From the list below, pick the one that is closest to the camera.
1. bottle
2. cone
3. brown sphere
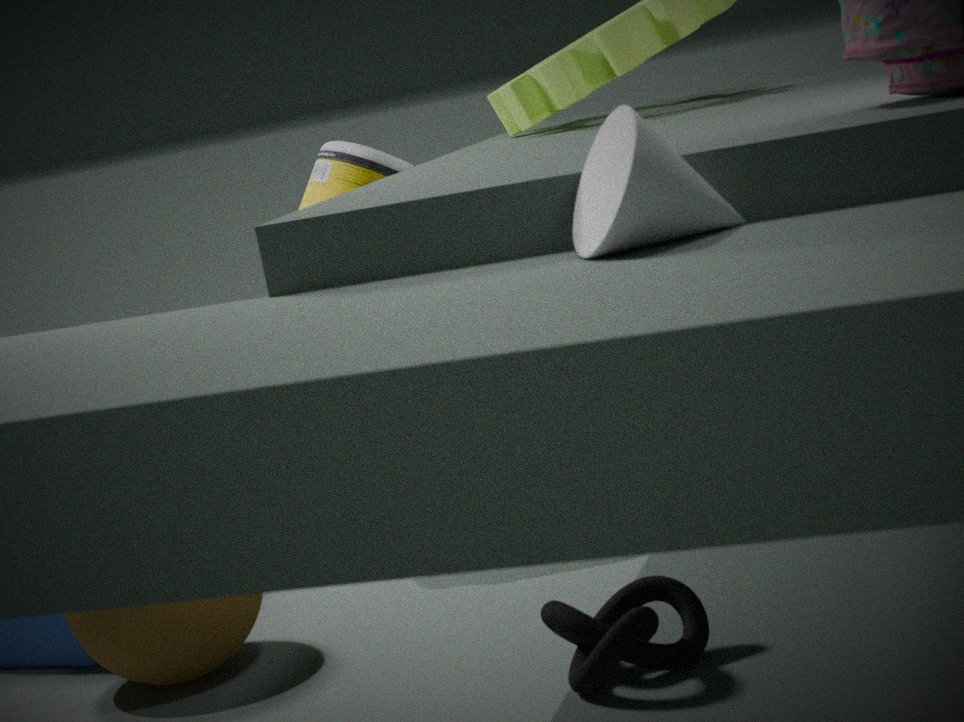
cone
